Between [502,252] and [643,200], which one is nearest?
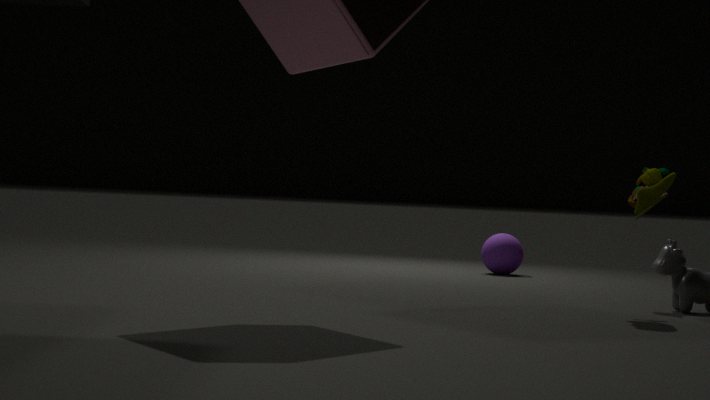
[643,200]
